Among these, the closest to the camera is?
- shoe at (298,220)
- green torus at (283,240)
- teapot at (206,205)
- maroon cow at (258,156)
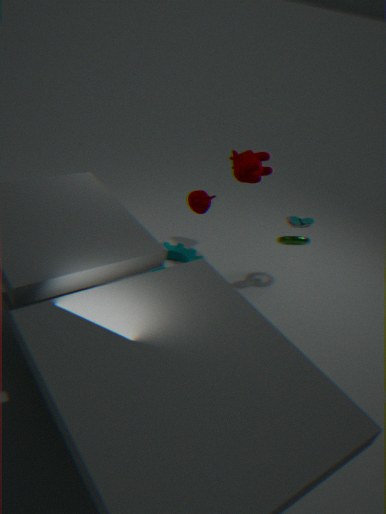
teapot at (206,205)
